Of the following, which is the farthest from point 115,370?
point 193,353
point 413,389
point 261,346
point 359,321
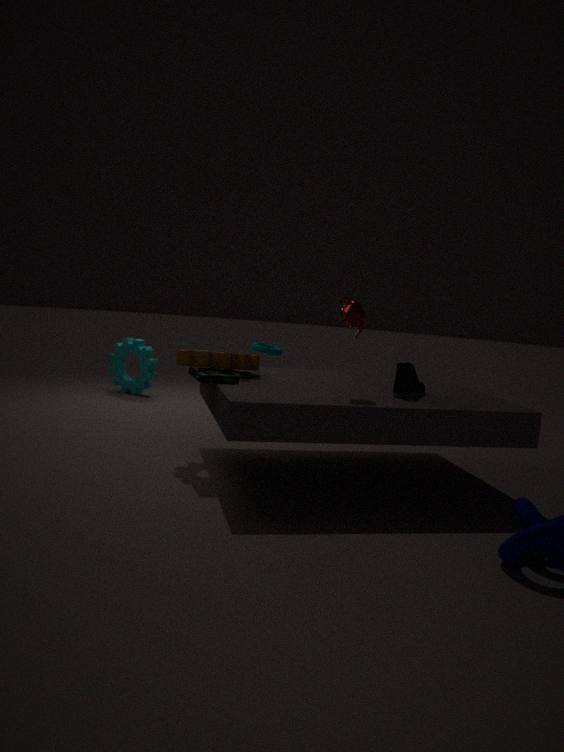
point 413,389
